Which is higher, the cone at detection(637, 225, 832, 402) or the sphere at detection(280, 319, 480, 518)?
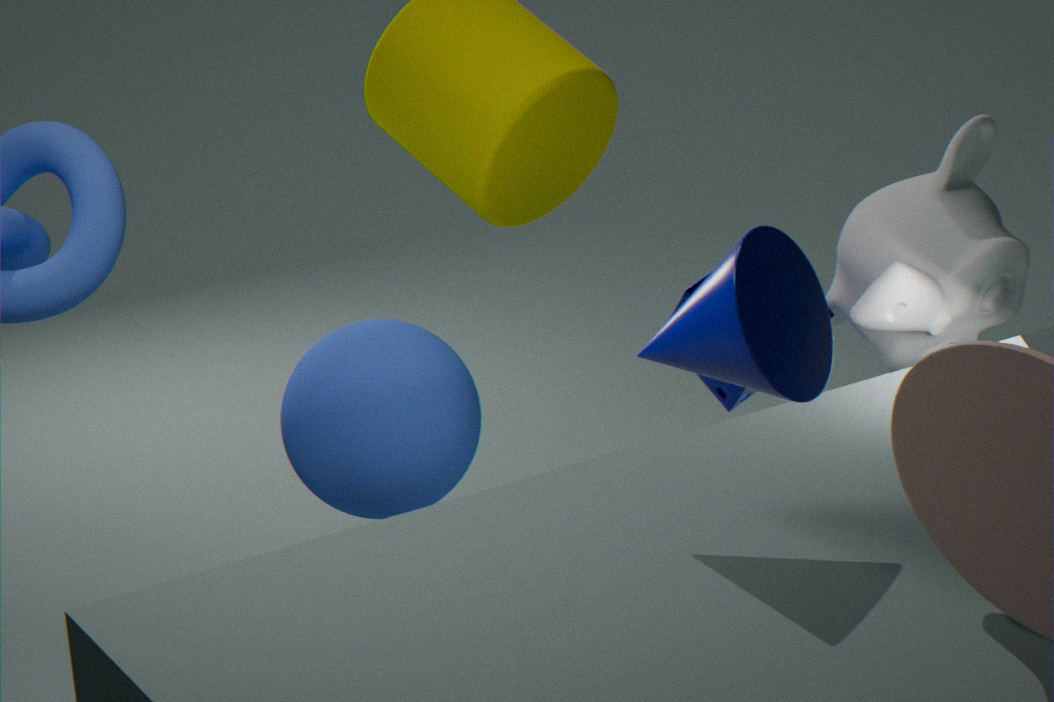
the cone at detection(637, 225, 832, 402)
